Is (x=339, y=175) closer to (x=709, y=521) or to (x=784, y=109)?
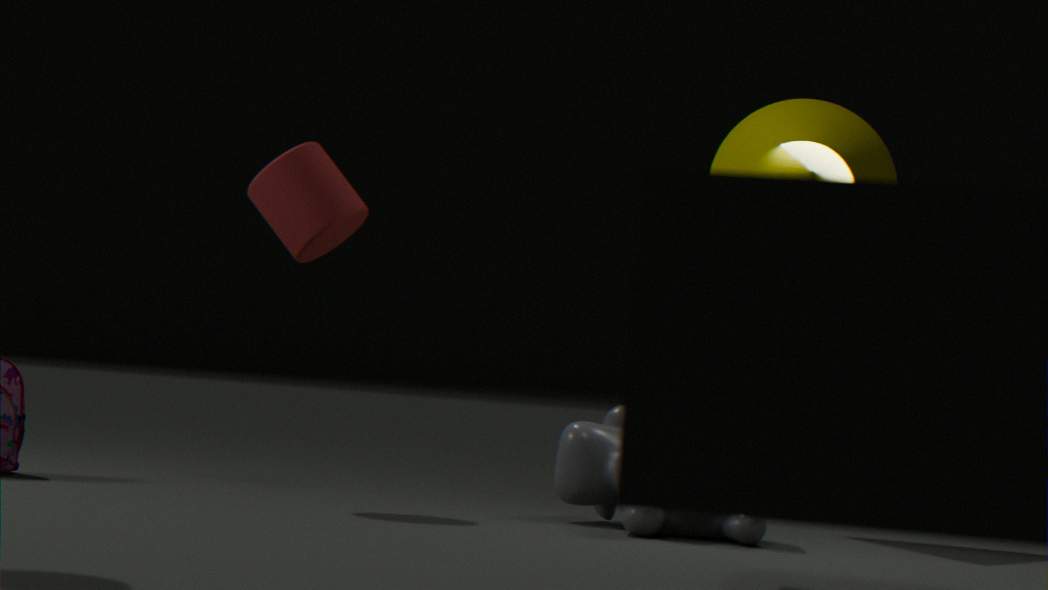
(x=709, y=521)
